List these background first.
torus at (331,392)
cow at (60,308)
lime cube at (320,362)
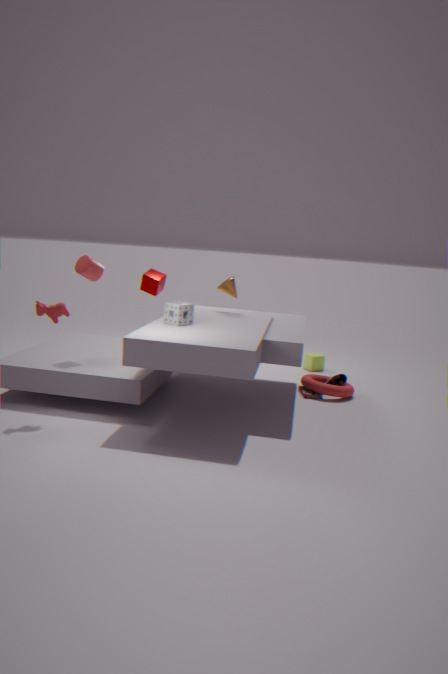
lime cube at (320,362) < torus at (331,392) < cow at (60,308)
